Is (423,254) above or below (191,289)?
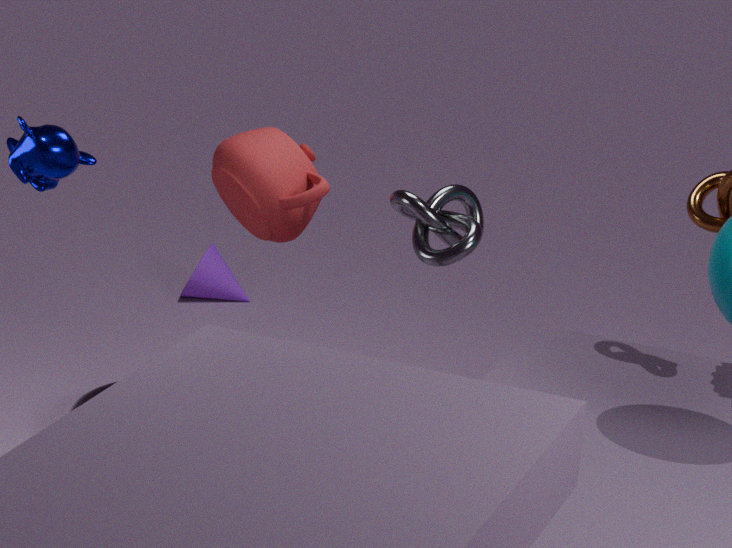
above
